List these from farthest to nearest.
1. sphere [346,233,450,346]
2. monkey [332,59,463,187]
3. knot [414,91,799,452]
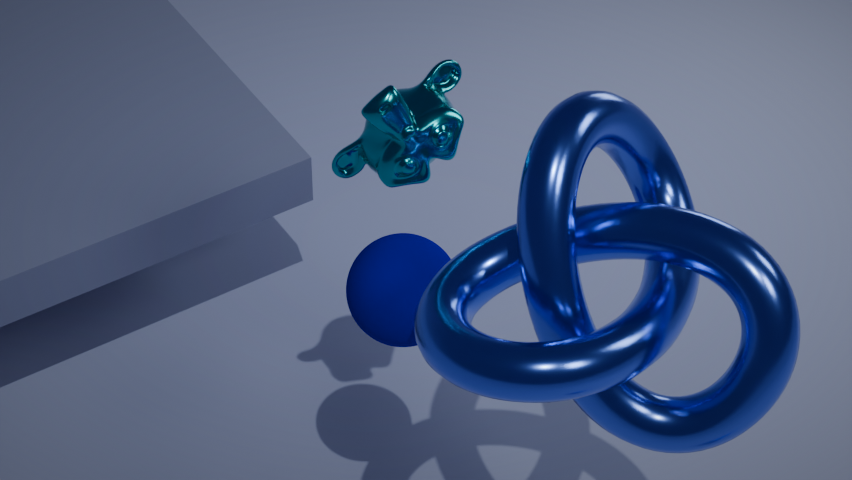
sphere [346,233,450,346]
monkey [332,59,463,187]
knot [414,91,799,452]
